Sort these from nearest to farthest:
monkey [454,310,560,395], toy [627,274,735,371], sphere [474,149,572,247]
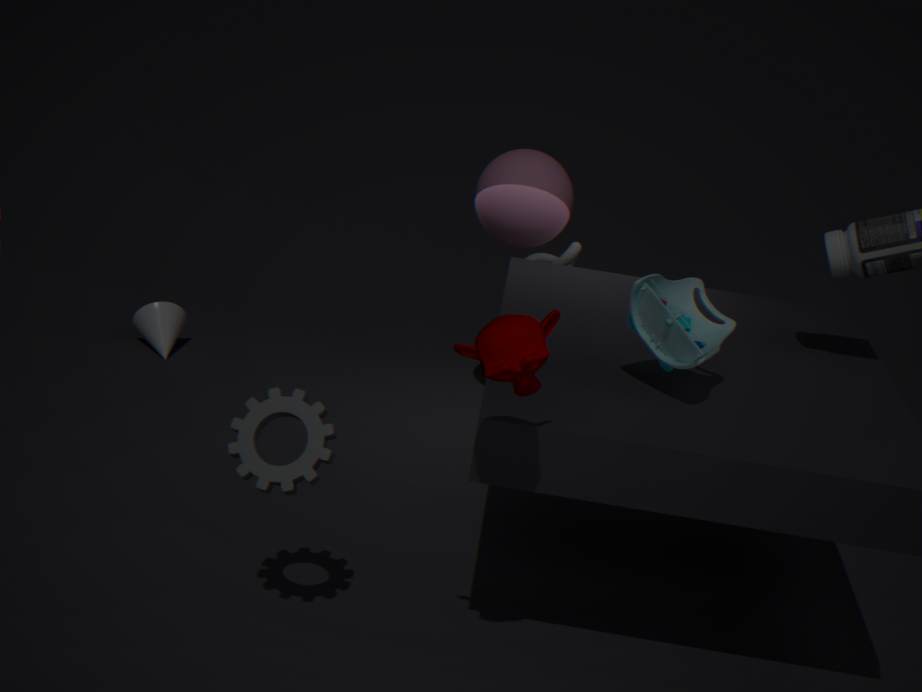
monkey [454,310,560,395] < toy [627,274,735,371] < sphere [474,149,572,247]
